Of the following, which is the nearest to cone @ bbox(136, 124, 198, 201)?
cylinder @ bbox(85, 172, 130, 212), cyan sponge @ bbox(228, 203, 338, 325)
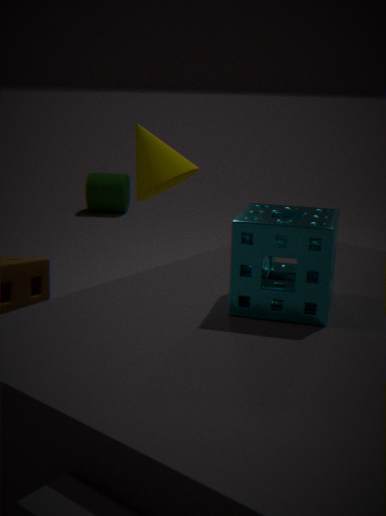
cyan sponge @ bbox(228, 203, 338, 325)
